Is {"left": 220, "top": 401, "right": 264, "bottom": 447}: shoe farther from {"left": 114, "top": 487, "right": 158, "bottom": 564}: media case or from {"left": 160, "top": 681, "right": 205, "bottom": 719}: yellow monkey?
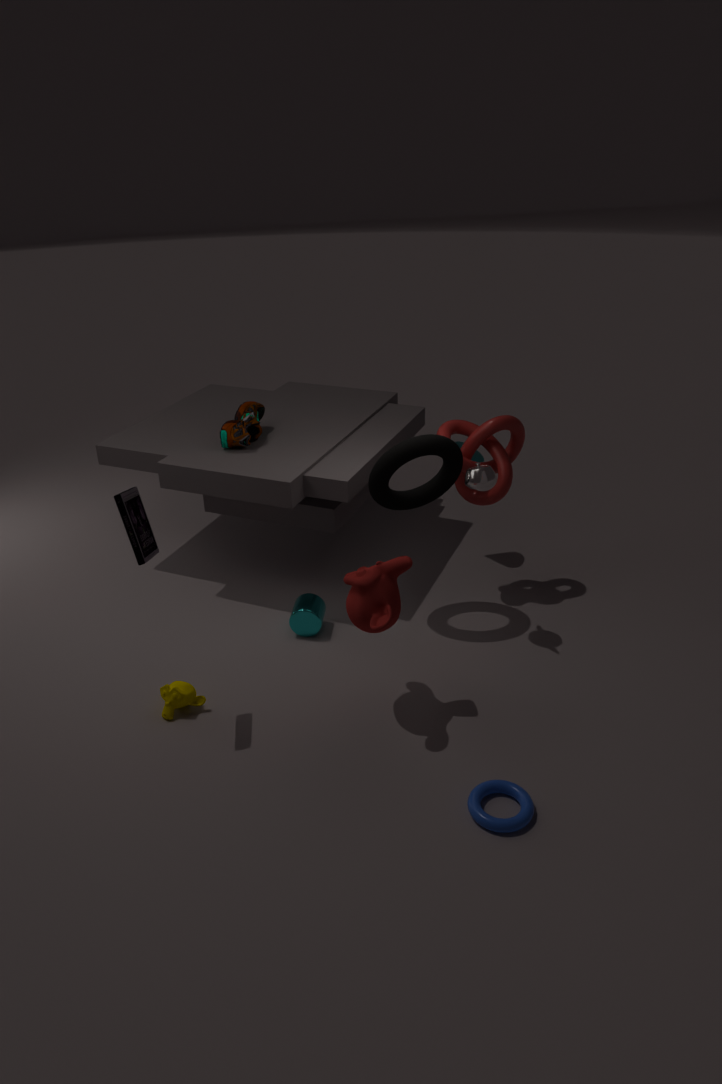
{"left": 160, "top": 681, "right": 205, "bottom": 719}: yellow monkey
